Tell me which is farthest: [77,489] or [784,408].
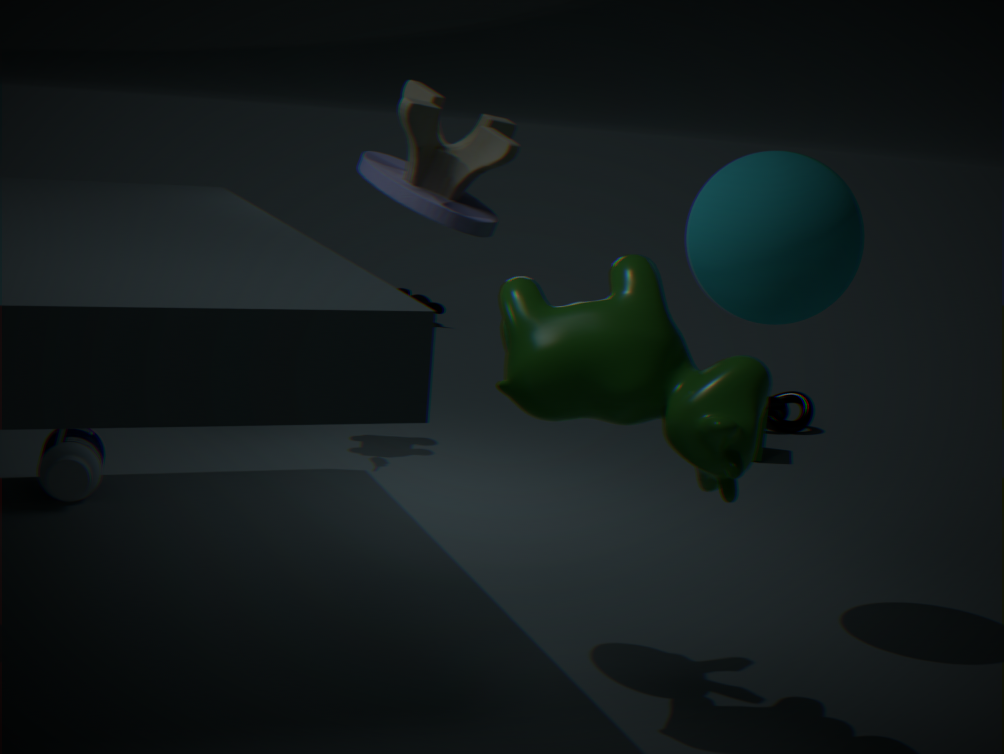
[784,408]
